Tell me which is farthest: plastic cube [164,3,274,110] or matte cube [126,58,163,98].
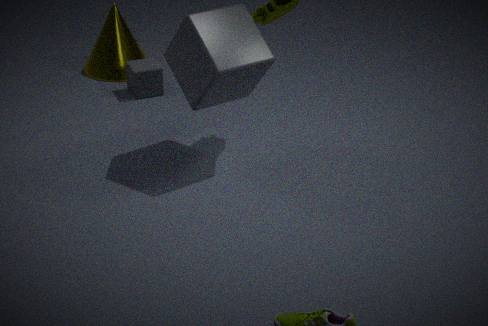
matte cube [126,58,163,98]
